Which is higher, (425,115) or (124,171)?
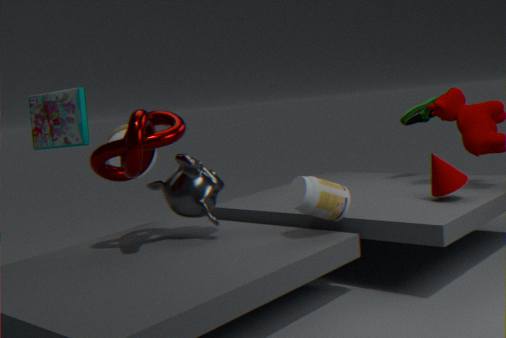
(124,171)
